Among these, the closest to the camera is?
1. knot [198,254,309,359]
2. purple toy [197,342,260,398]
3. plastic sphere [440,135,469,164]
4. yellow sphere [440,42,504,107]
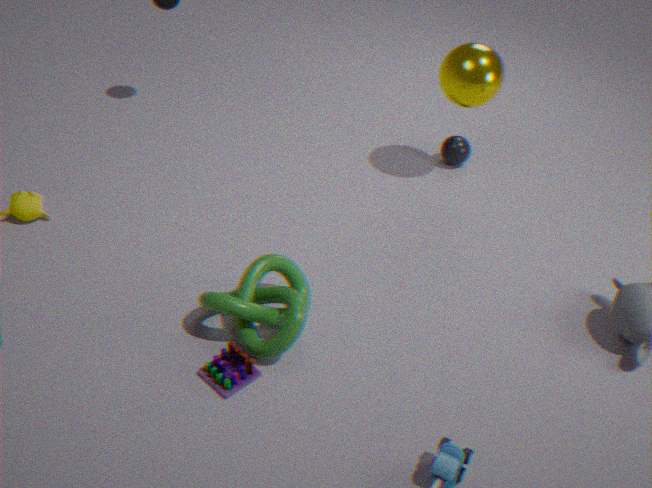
purple toy [197,342,260,398]
